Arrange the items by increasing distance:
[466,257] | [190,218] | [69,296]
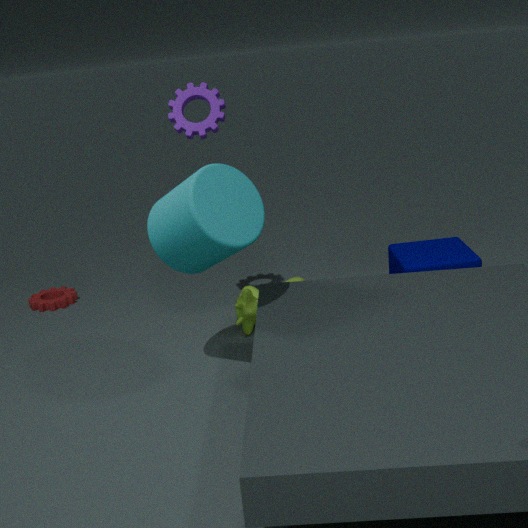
[190,218]
[466,257]
[69,296]
